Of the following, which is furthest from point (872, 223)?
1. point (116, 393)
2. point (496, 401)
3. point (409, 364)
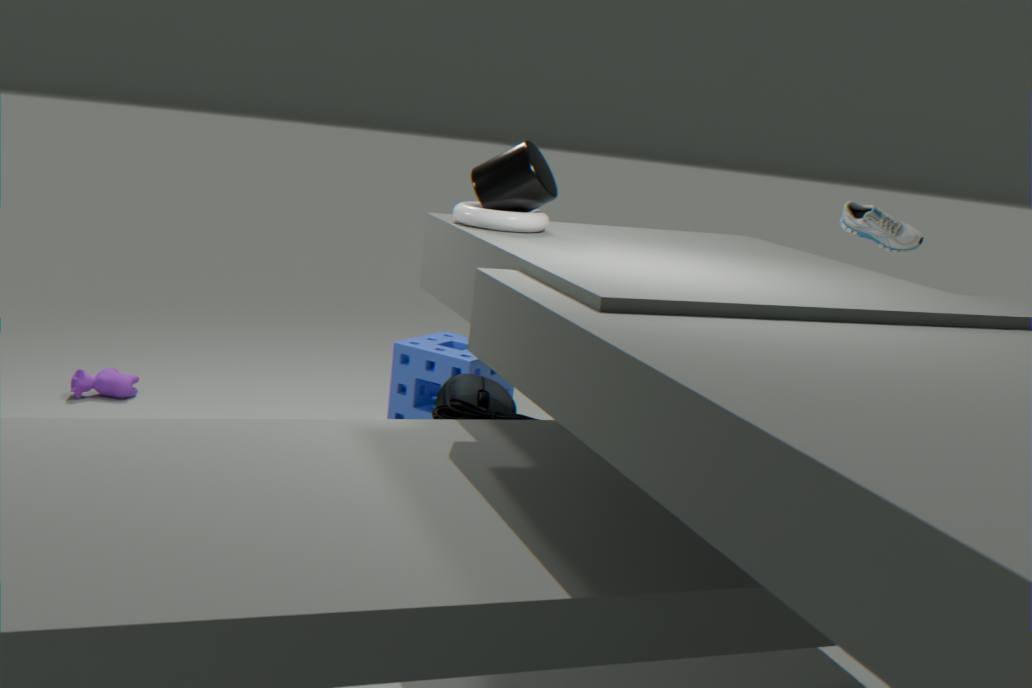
point (116, 393)
